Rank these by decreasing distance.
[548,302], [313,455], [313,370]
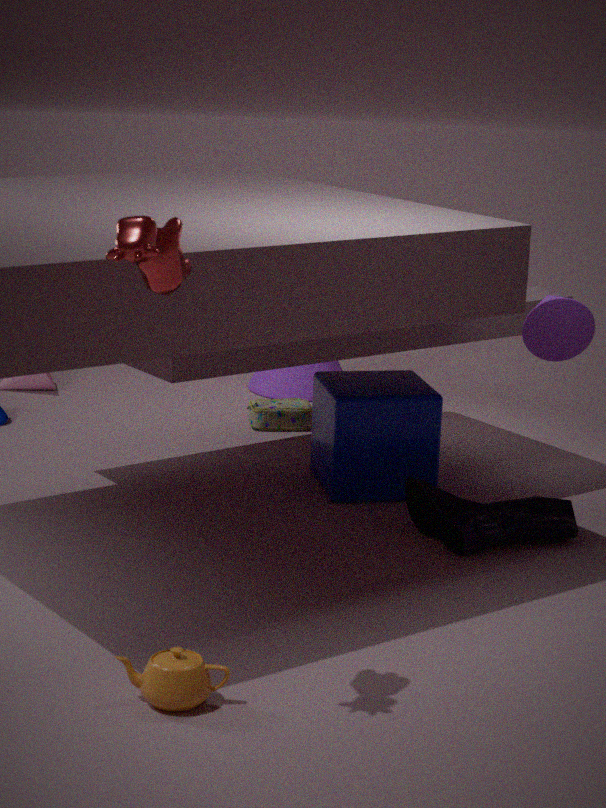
[313,370] → [313,455] → [548,302]
